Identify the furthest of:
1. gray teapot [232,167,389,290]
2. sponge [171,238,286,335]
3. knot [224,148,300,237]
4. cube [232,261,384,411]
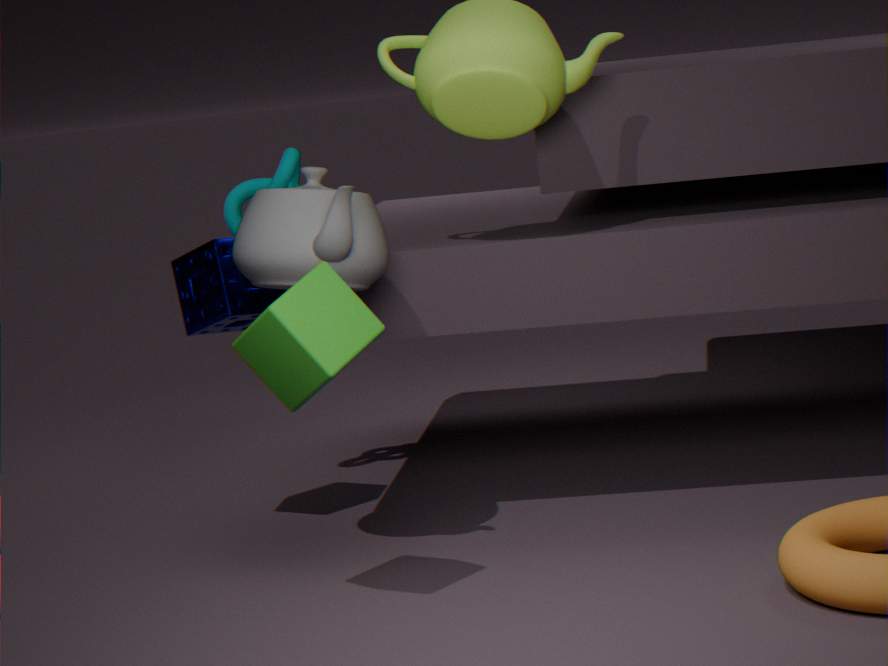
knot [224,148,300,237]
